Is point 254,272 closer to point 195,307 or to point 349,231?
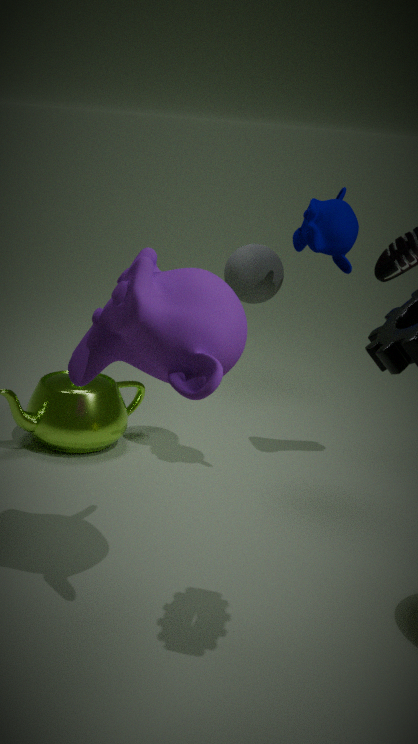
point 349,231
